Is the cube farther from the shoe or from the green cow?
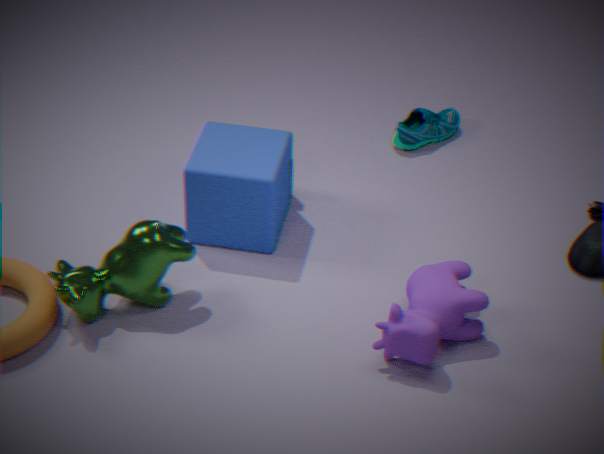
the shoe
